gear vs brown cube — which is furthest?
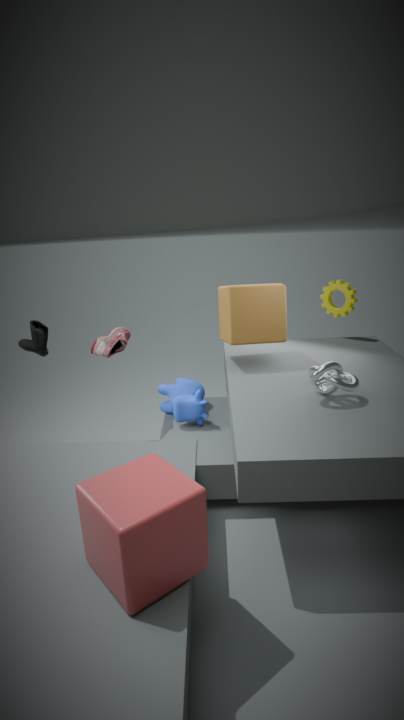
gear
